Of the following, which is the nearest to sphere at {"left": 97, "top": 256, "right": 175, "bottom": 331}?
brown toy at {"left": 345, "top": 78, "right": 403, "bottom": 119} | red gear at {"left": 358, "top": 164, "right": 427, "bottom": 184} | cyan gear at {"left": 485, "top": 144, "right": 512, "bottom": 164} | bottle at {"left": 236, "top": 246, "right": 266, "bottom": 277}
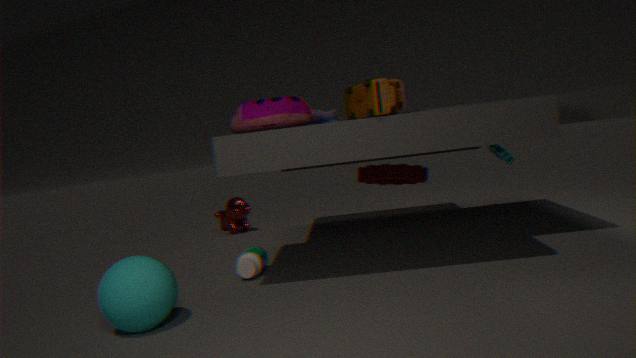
bottle at {"left": 236, "top": 246, "right": 266, "bottom": 277}
